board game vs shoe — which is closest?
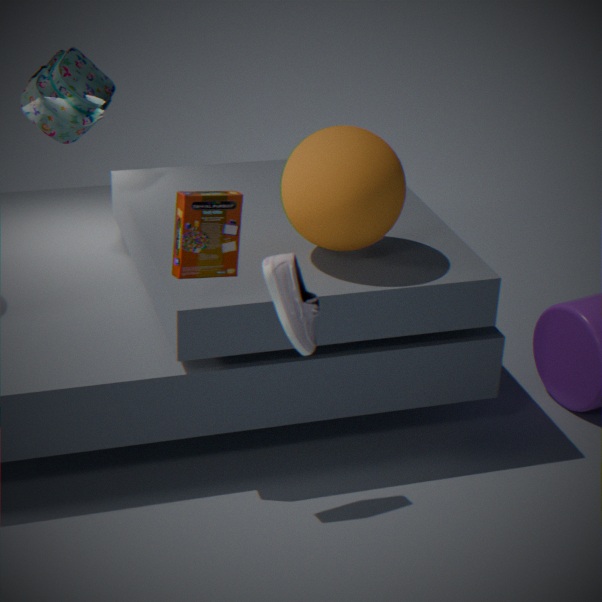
shoe
